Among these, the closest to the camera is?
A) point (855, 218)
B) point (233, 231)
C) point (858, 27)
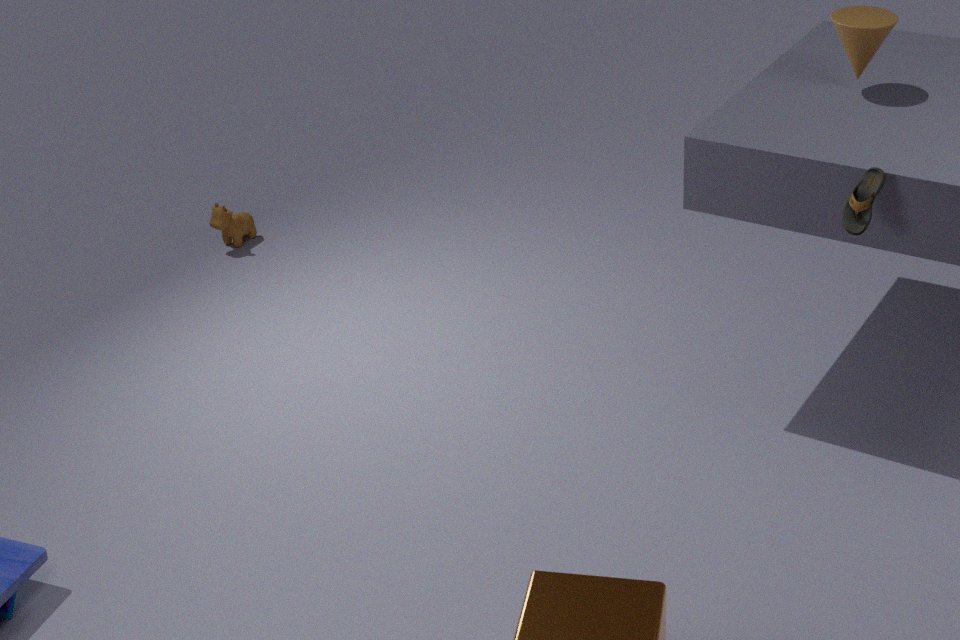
point (855, 218)
